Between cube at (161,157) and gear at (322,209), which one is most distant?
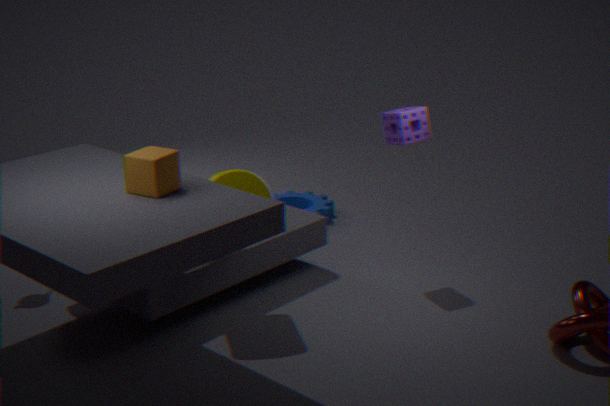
gear at (322,209)
